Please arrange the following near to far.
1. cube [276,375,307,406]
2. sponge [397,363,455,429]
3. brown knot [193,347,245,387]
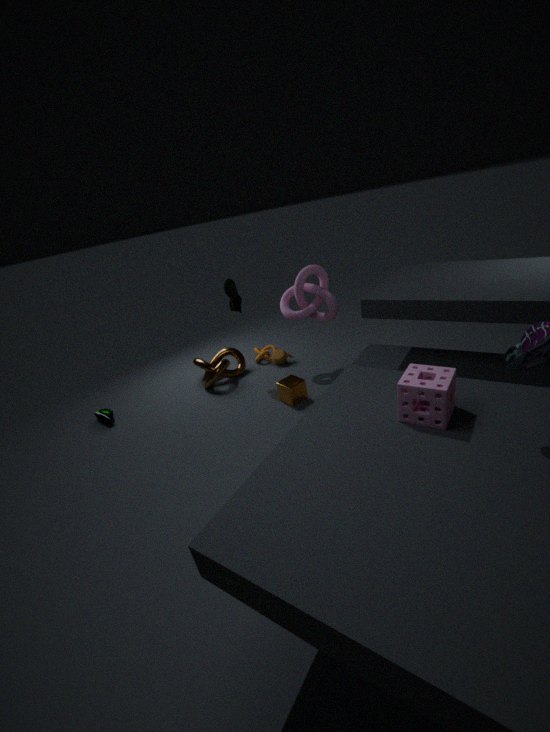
sponge [397,363,455,429]
cube [276,375,307,406]
brown knot [193,347,245,387]
